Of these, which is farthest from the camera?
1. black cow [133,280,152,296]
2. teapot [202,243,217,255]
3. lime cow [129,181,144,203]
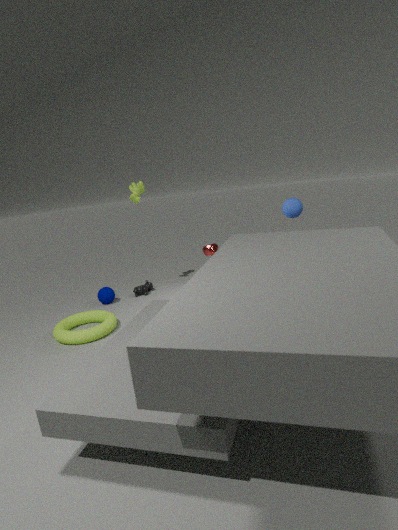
black cow [133,280,152,296]
